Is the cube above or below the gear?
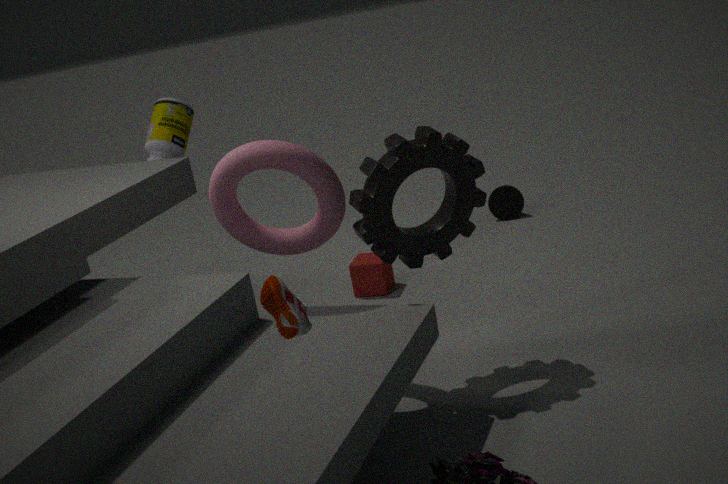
below
